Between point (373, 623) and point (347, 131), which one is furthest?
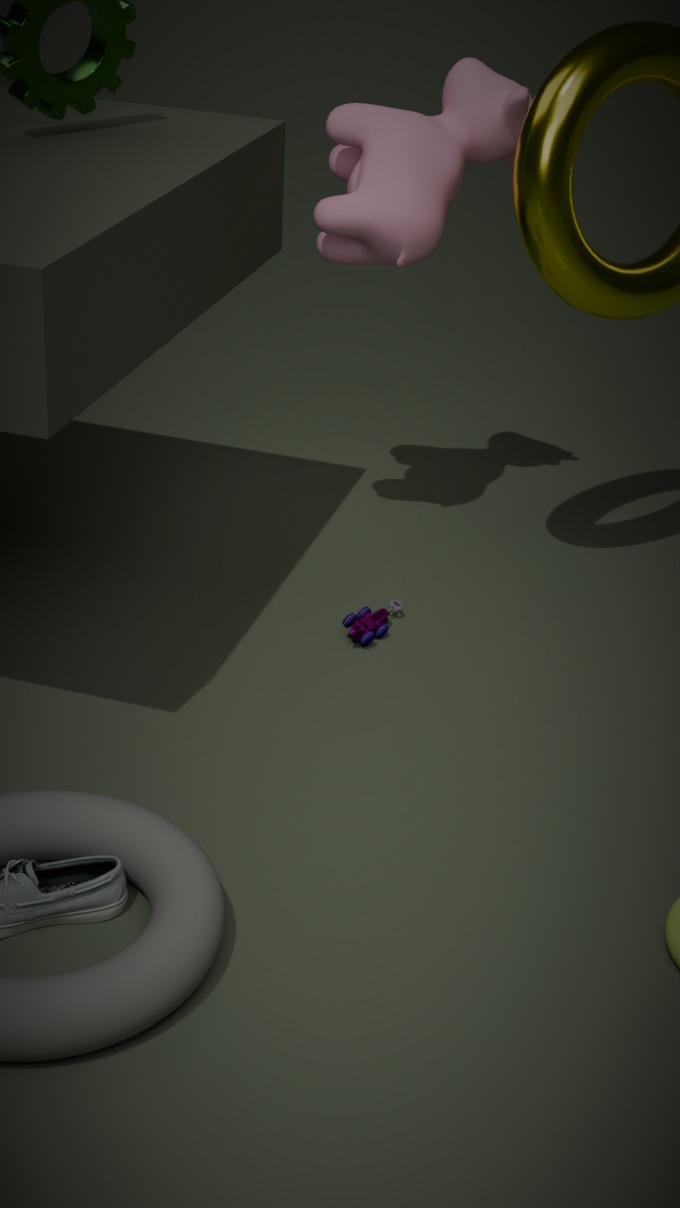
point (373, 623)
